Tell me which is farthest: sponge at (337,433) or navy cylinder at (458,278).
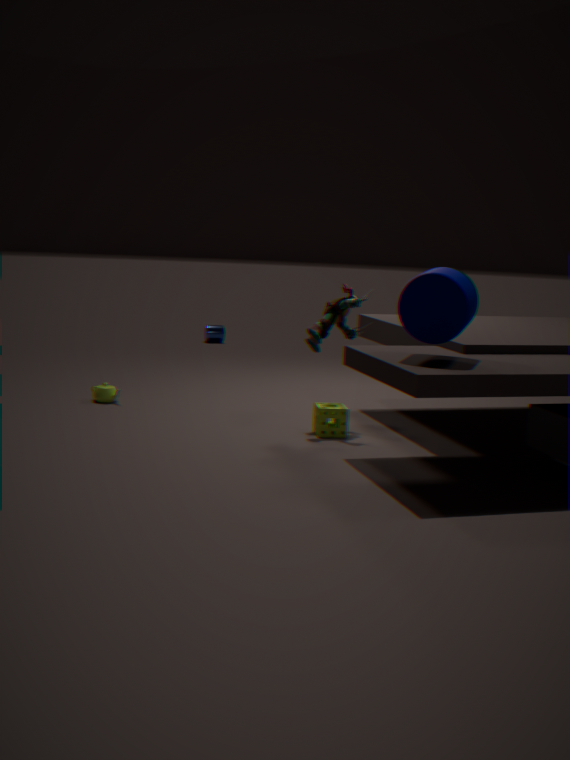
sponge at (337,433)
